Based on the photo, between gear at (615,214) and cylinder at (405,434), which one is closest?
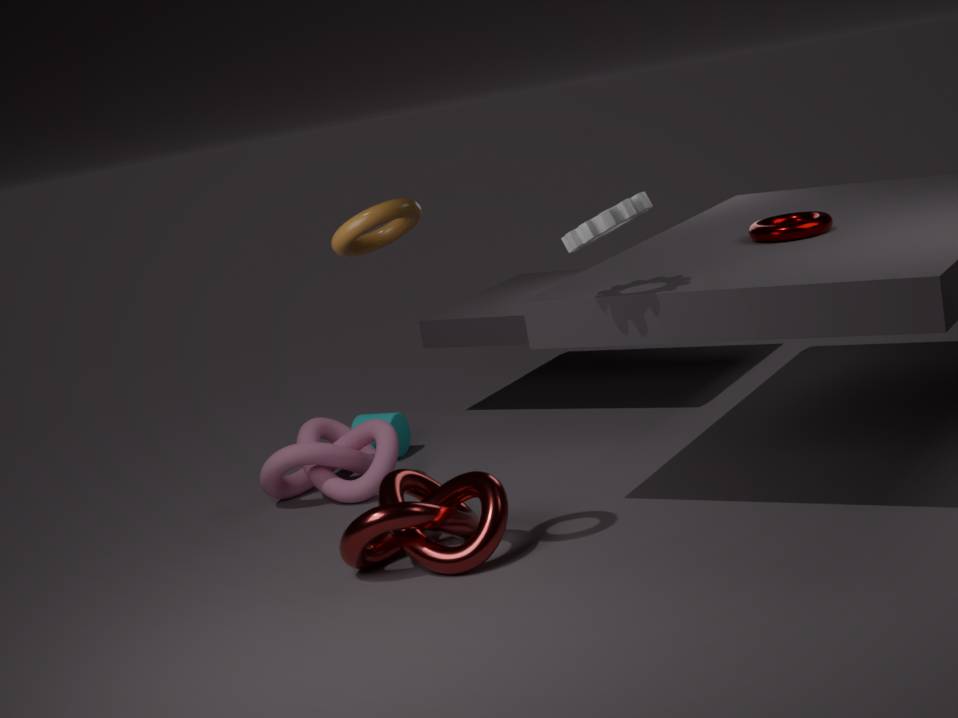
gear at (615,214)
